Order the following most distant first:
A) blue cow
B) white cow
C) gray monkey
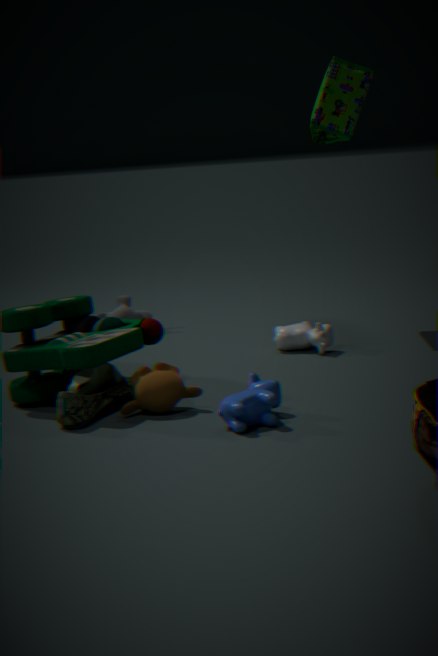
gray monkey < white cow < blue cow
